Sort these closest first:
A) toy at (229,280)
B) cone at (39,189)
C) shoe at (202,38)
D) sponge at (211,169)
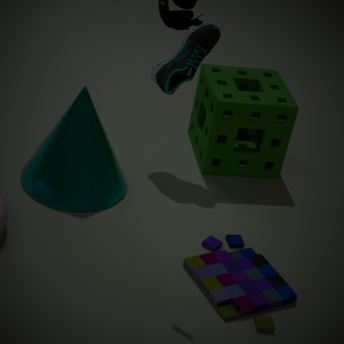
1. toy at (229,280)
2. cone at (39,189)
3. shoe at (202,38)
4. sponge at (211,169)
